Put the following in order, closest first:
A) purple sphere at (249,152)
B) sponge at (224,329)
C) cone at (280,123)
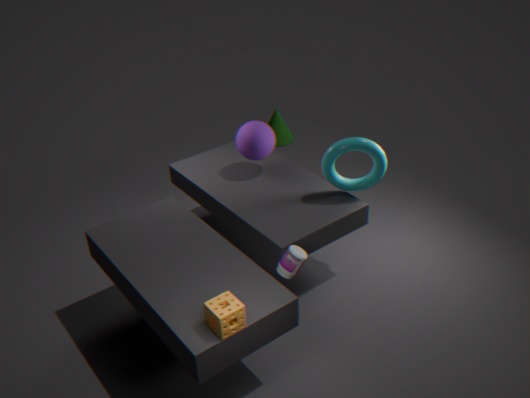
sponge at (224,329) → purple sphere at (249,152) → cone at (280,123)
